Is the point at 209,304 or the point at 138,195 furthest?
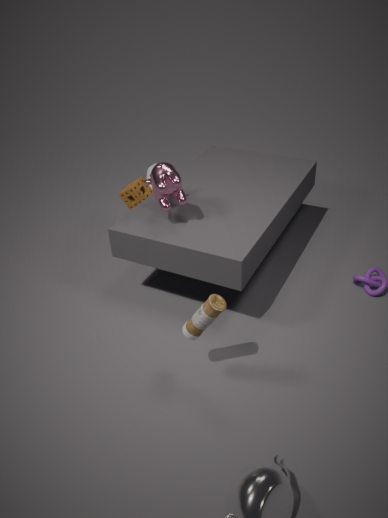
the point at 138,195
